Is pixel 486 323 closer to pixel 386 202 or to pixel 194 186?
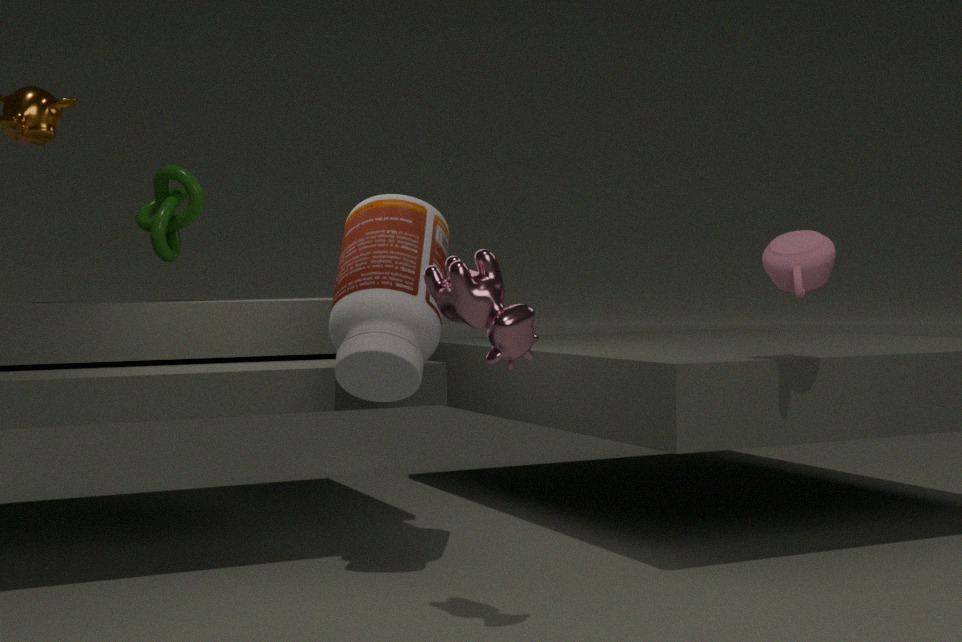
pixel 386 202
